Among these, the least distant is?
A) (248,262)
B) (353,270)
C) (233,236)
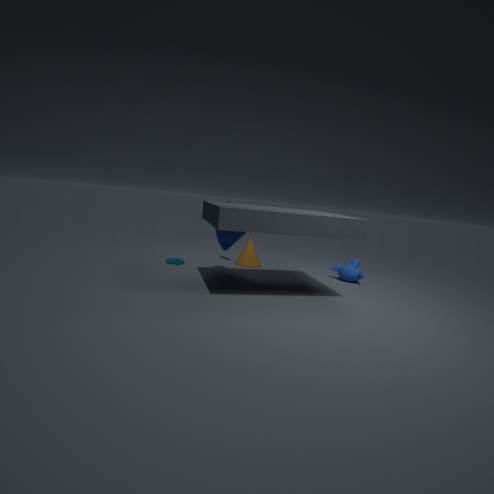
(233,236)
